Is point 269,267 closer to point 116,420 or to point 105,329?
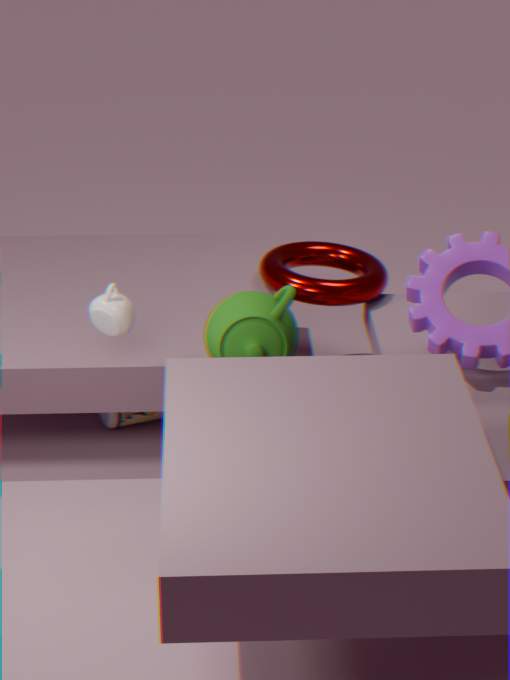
point 116,420
